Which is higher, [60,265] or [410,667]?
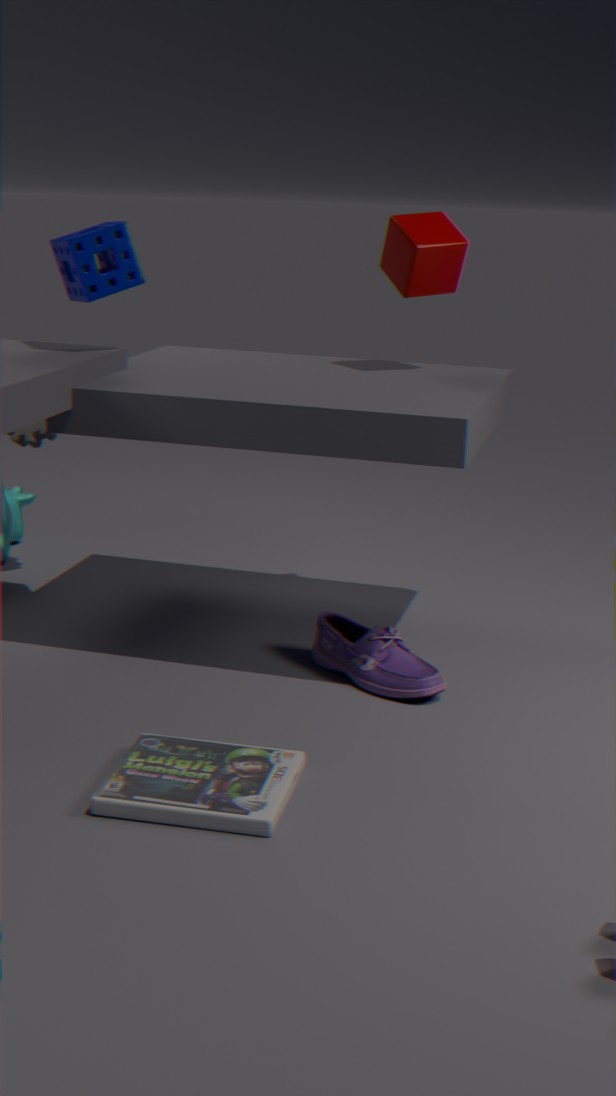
[60,265]
